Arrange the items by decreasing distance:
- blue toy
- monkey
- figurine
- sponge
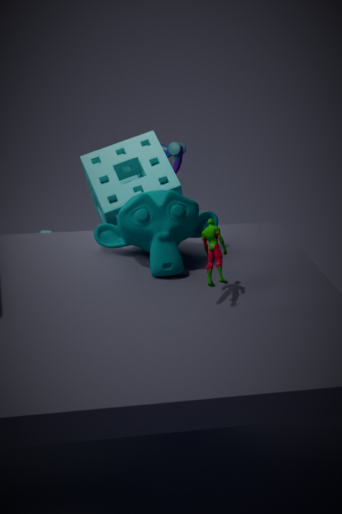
blue toy → sponge → monkey → figurine
